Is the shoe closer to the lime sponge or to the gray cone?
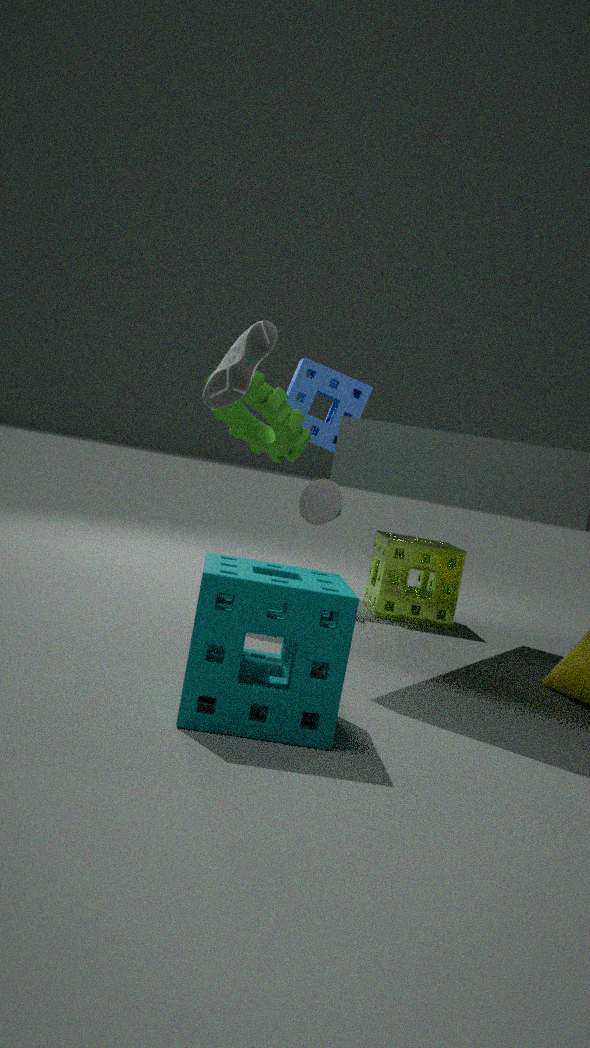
the gray cone
